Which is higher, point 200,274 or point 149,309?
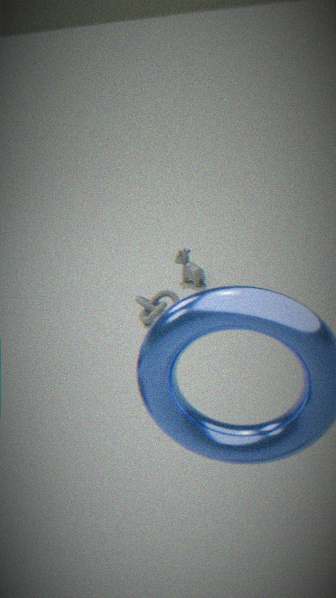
point 200,274
